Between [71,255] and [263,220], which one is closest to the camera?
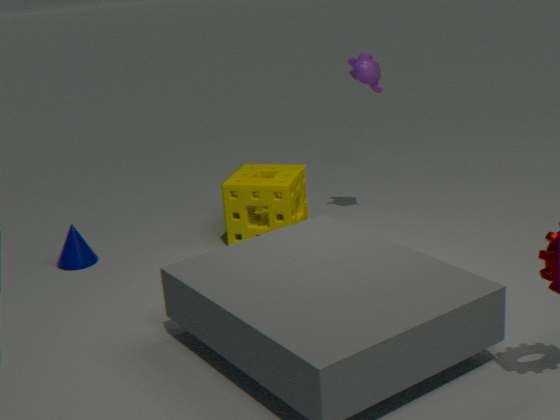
[71,255]
